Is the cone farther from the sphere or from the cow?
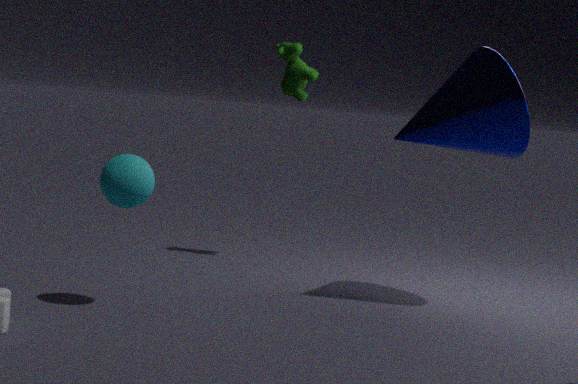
the sphere
